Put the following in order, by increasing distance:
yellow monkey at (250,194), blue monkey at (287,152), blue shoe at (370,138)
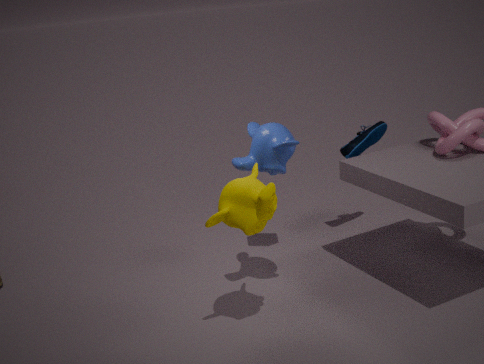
yellow monkey at (250,194), blue monkey at (287,152), blue shoe at (370,138)
